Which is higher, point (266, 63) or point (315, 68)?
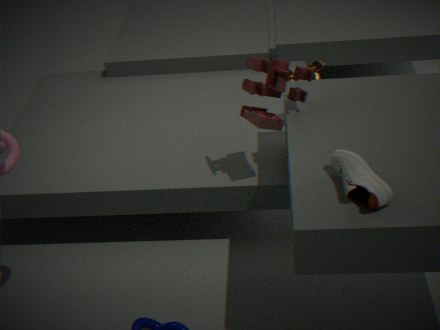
point (266, 63)
